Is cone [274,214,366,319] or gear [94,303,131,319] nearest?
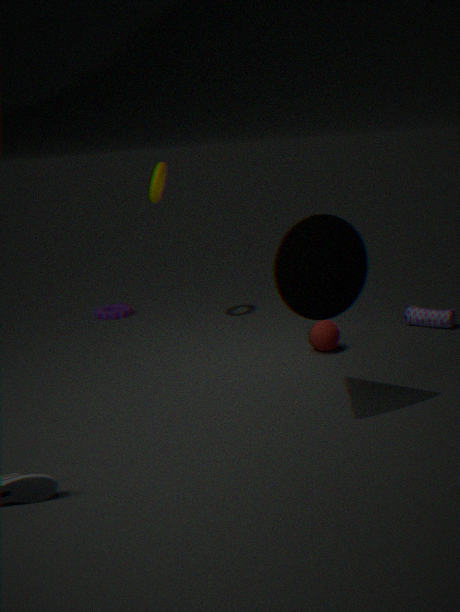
cone [274,214,366,319]
